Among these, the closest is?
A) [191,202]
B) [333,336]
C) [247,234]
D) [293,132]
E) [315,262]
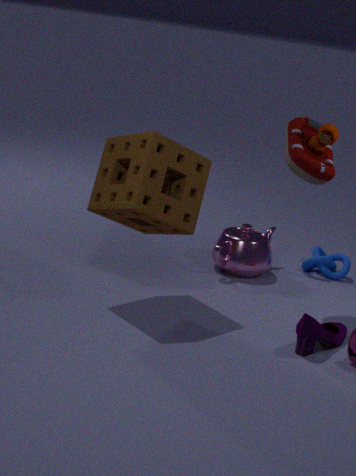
[333,336]
